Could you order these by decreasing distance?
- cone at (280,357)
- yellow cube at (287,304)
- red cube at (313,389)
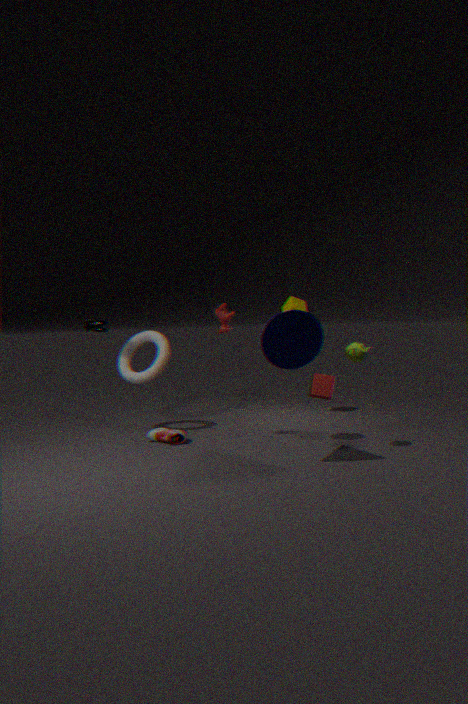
yellow cube at (287,304)
red cube at (313,389)
cone at (280,357)
